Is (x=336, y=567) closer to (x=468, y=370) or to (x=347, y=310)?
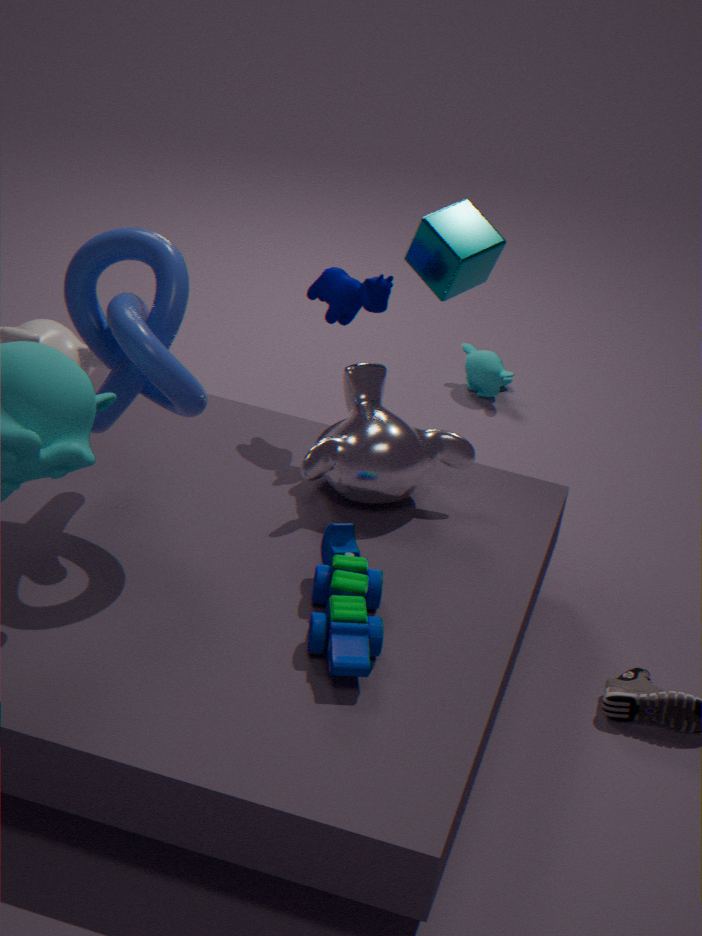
(x=347, y=310)
